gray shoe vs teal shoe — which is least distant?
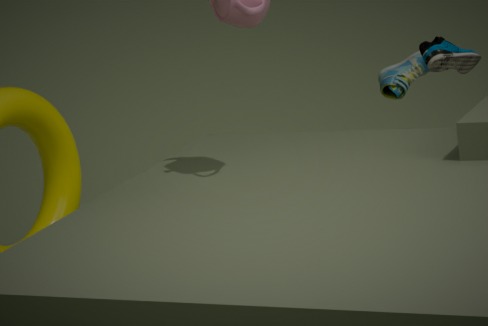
gray shoe
